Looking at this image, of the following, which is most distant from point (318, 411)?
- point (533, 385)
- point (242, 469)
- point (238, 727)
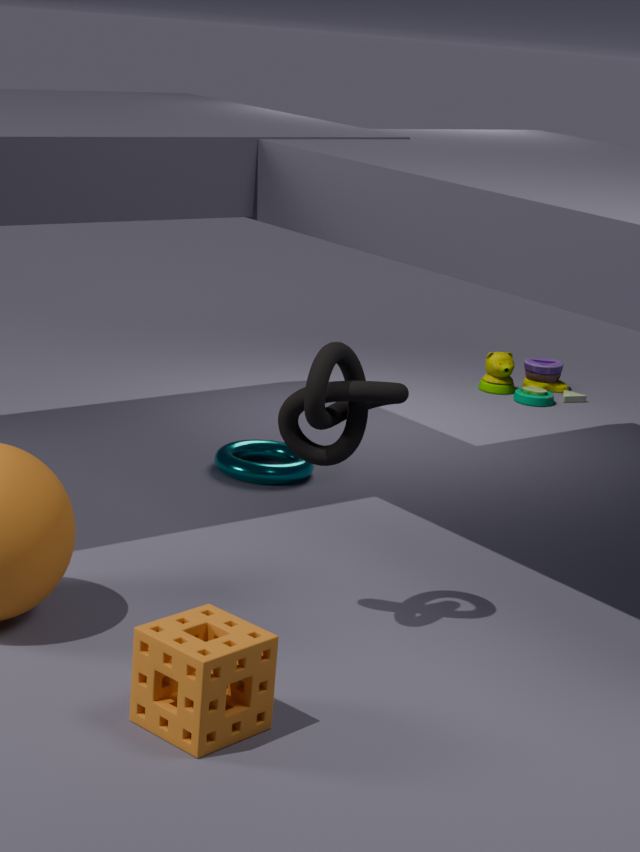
point (533, 385)
